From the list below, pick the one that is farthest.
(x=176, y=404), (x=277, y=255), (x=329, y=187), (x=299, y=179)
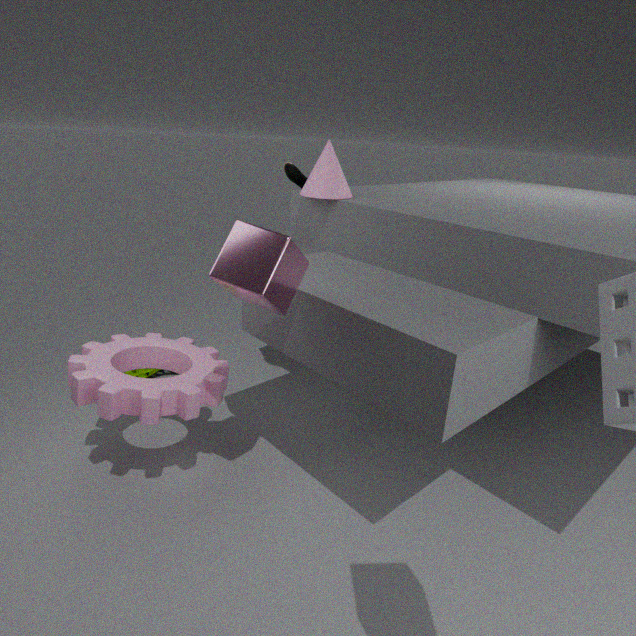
(x=299, y=179)
